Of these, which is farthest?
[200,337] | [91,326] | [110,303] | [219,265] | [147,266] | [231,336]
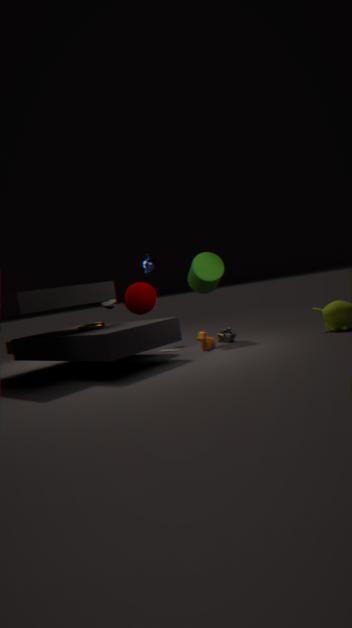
[147,266]
